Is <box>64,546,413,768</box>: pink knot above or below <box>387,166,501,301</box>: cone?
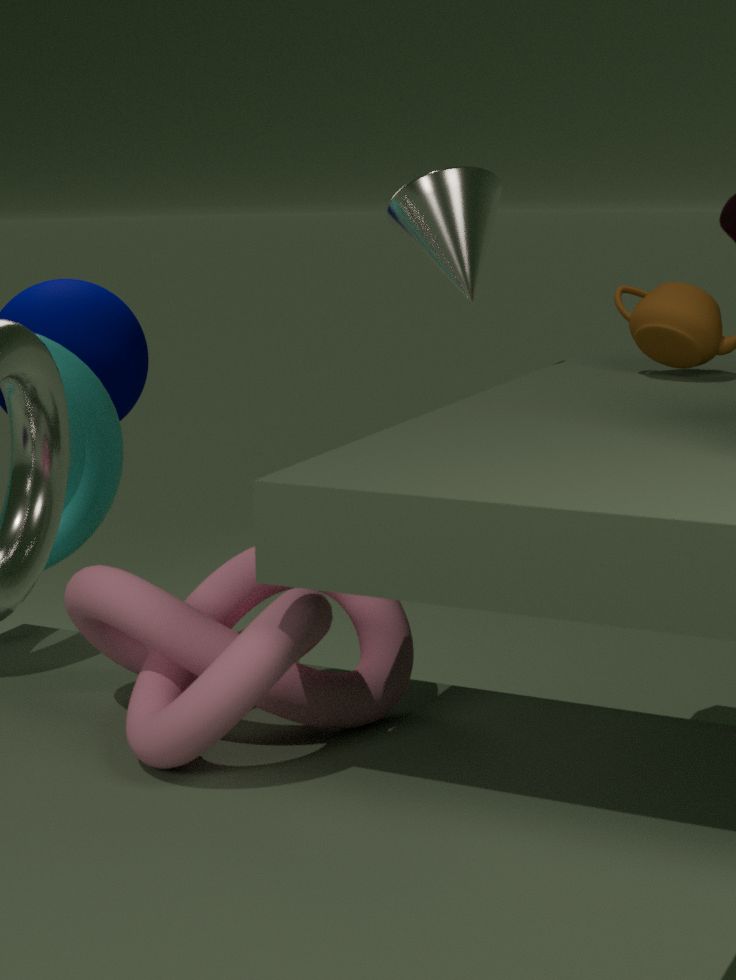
below
